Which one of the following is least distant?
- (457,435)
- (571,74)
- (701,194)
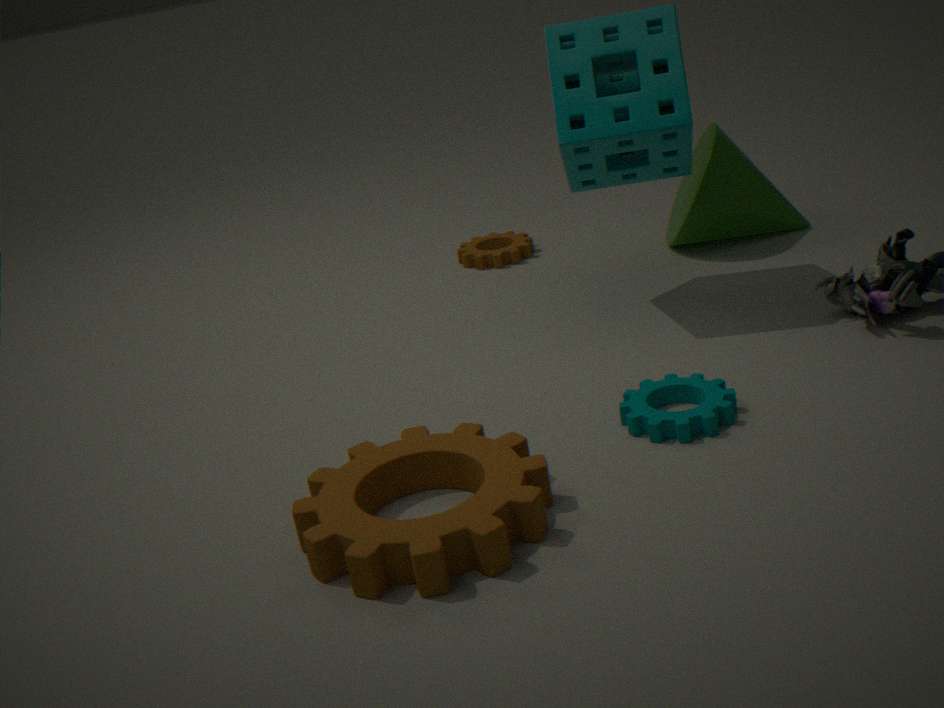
(457,435)
